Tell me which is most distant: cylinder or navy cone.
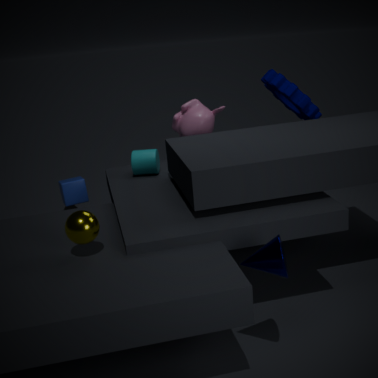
cylinder
